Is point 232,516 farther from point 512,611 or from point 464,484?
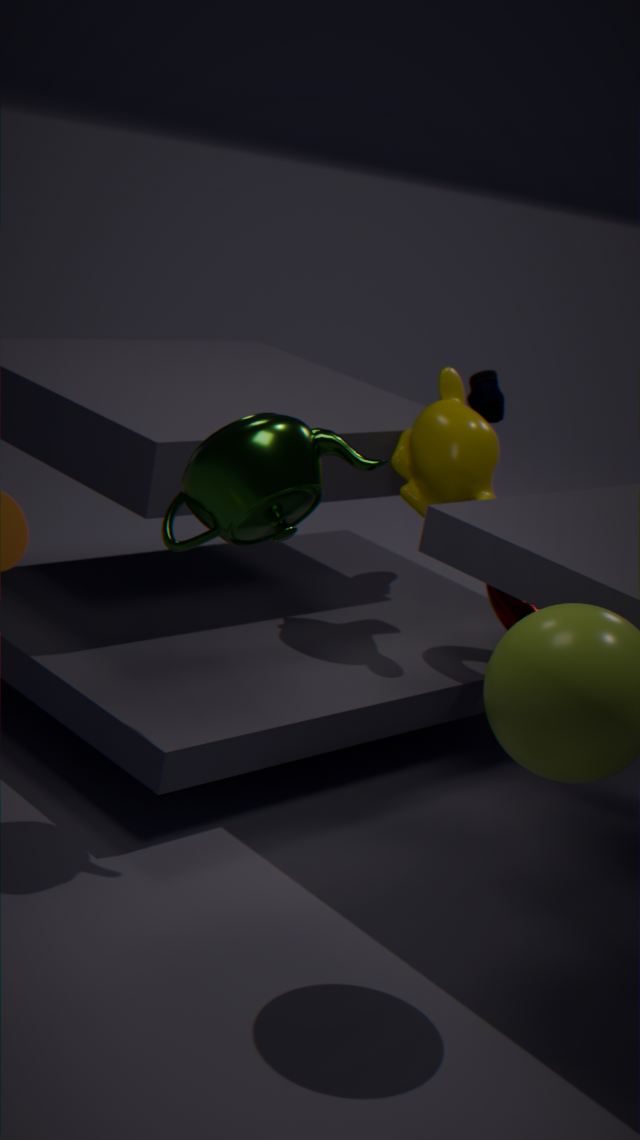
point 512,611
